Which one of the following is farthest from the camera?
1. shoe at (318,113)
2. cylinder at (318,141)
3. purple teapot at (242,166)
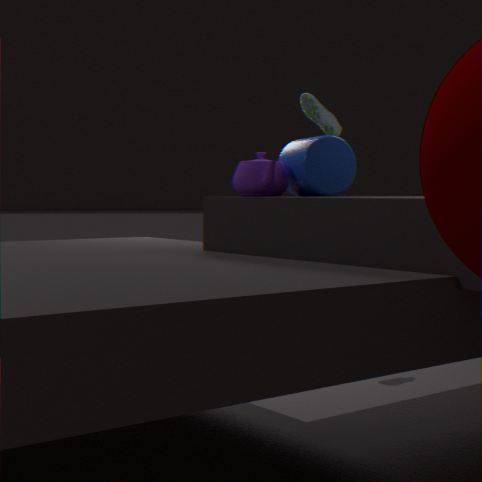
shoe at (318,113)
